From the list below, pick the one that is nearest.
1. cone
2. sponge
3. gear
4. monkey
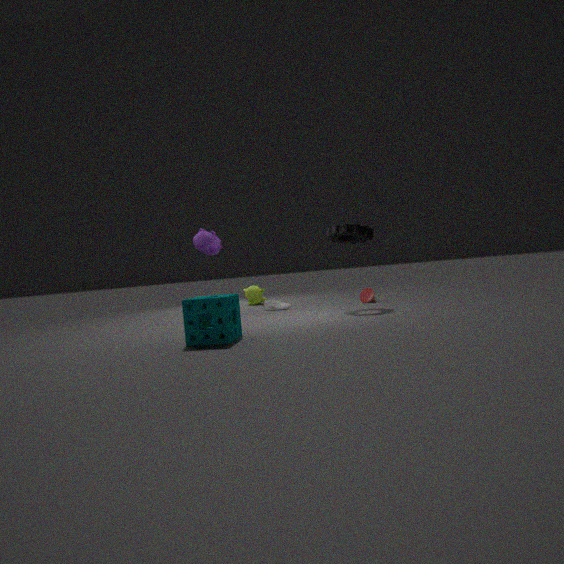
sponge
